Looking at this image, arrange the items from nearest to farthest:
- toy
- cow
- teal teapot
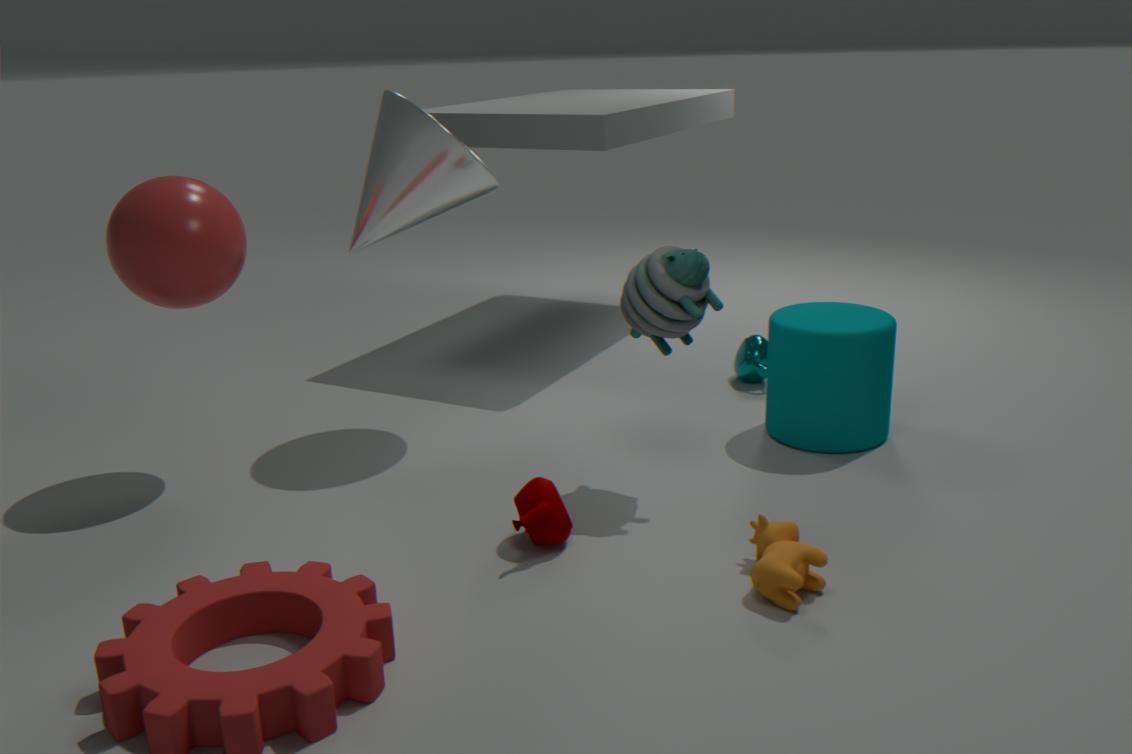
cow < toy < teal teapot
